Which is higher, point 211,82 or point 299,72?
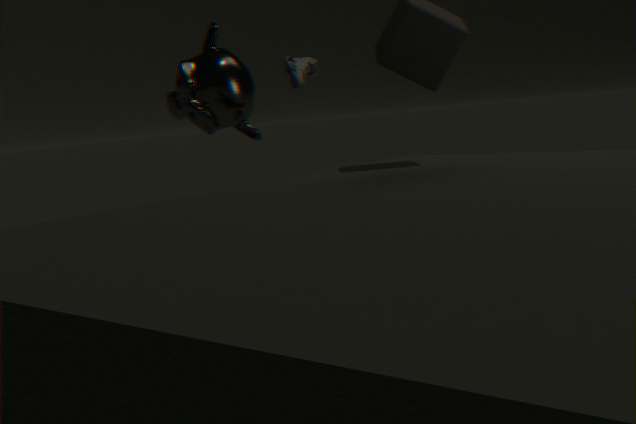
point 299,72
